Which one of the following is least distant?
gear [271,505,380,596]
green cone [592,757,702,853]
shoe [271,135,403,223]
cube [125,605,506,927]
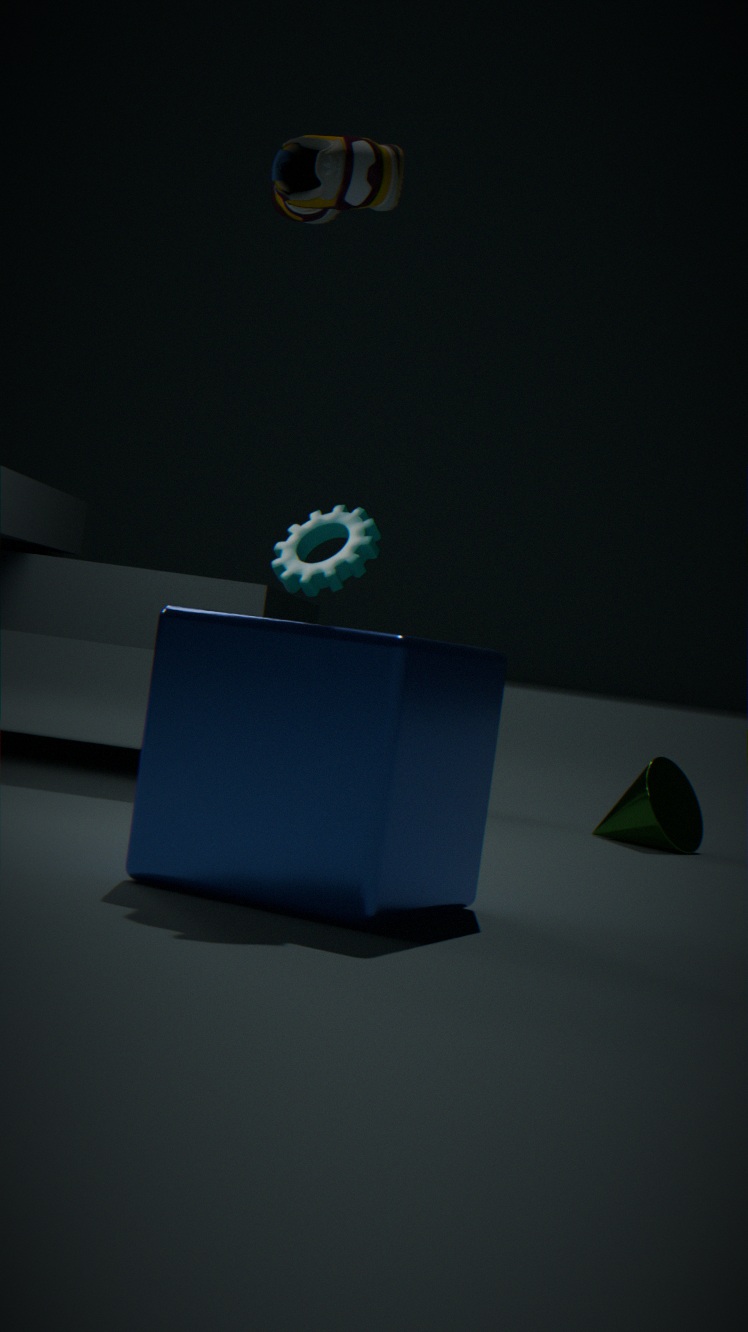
cube [125,605,506,927]
